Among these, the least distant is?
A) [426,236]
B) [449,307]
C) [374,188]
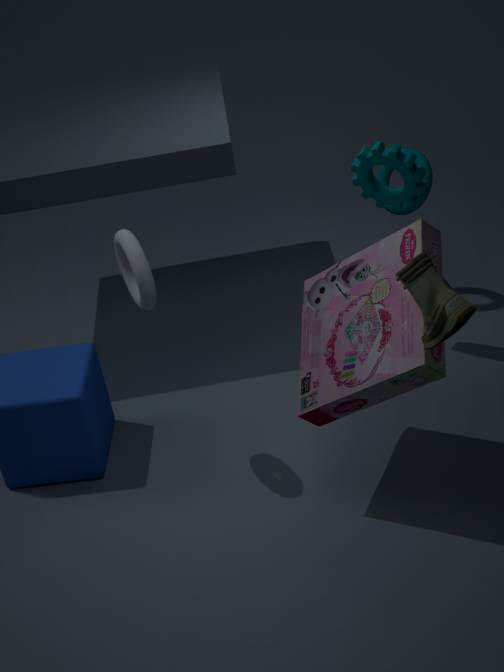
[449,307]
